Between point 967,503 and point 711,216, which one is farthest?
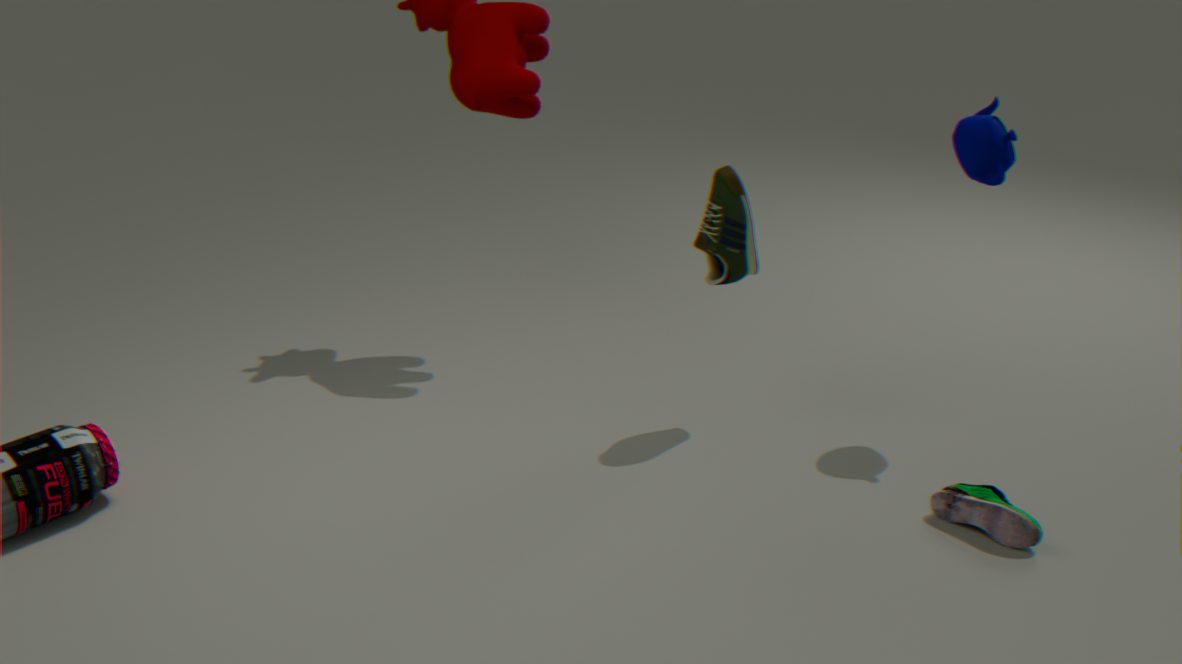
point 711,216
